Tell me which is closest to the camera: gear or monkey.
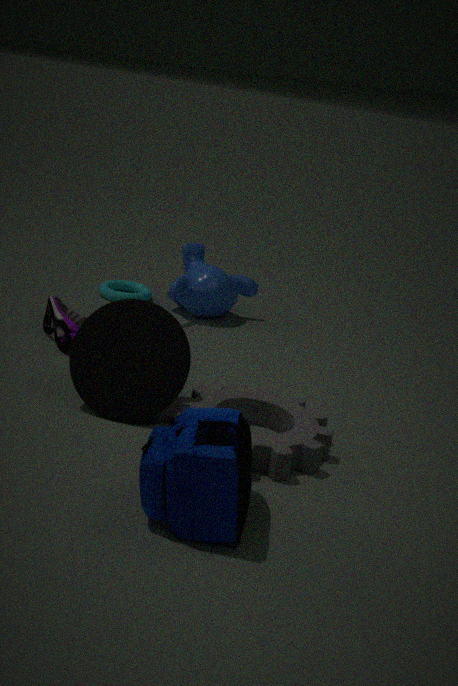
gear
